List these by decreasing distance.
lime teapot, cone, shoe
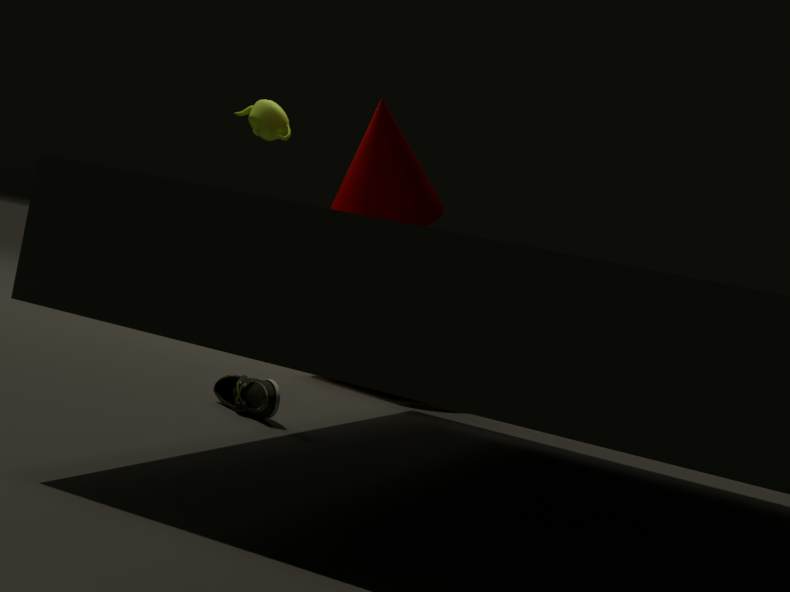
1. lime teapot
2. cone
3. shoe
